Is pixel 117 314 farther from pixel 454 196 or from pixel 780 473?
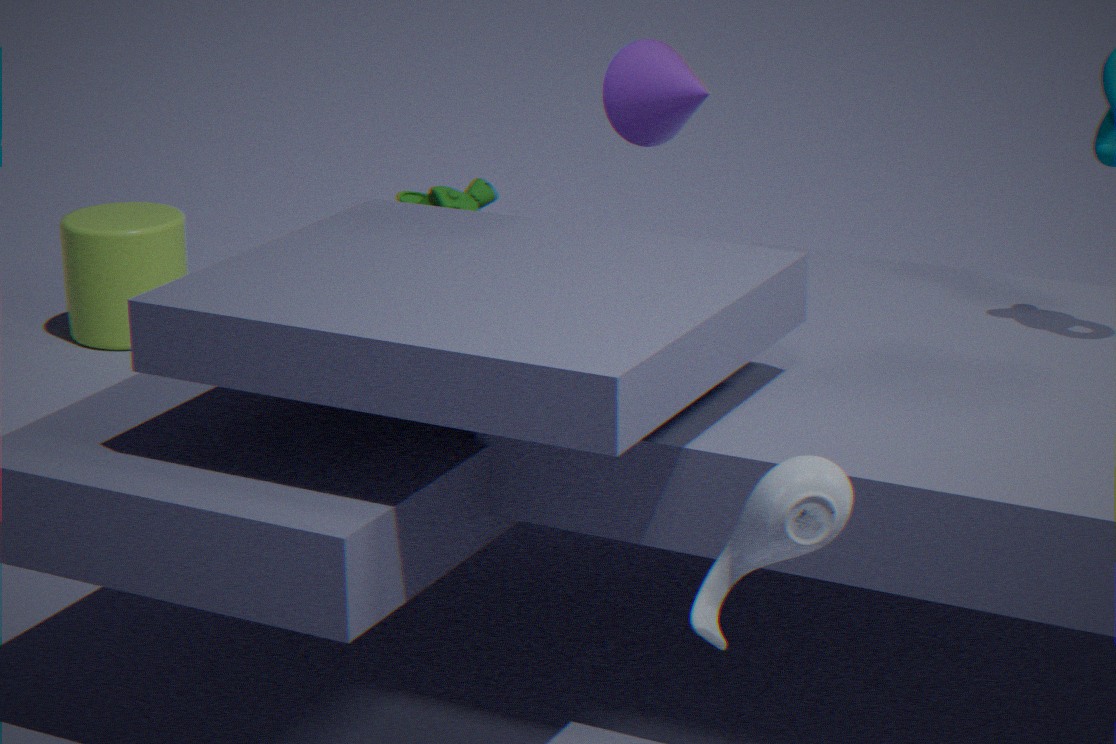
pixel 780 473
